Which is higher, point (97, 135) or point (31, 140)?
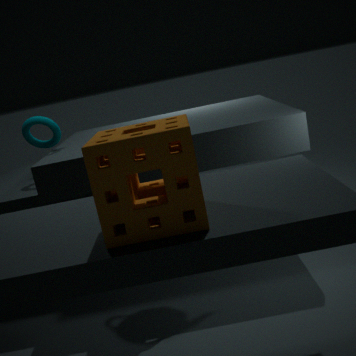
point (31, 140)
